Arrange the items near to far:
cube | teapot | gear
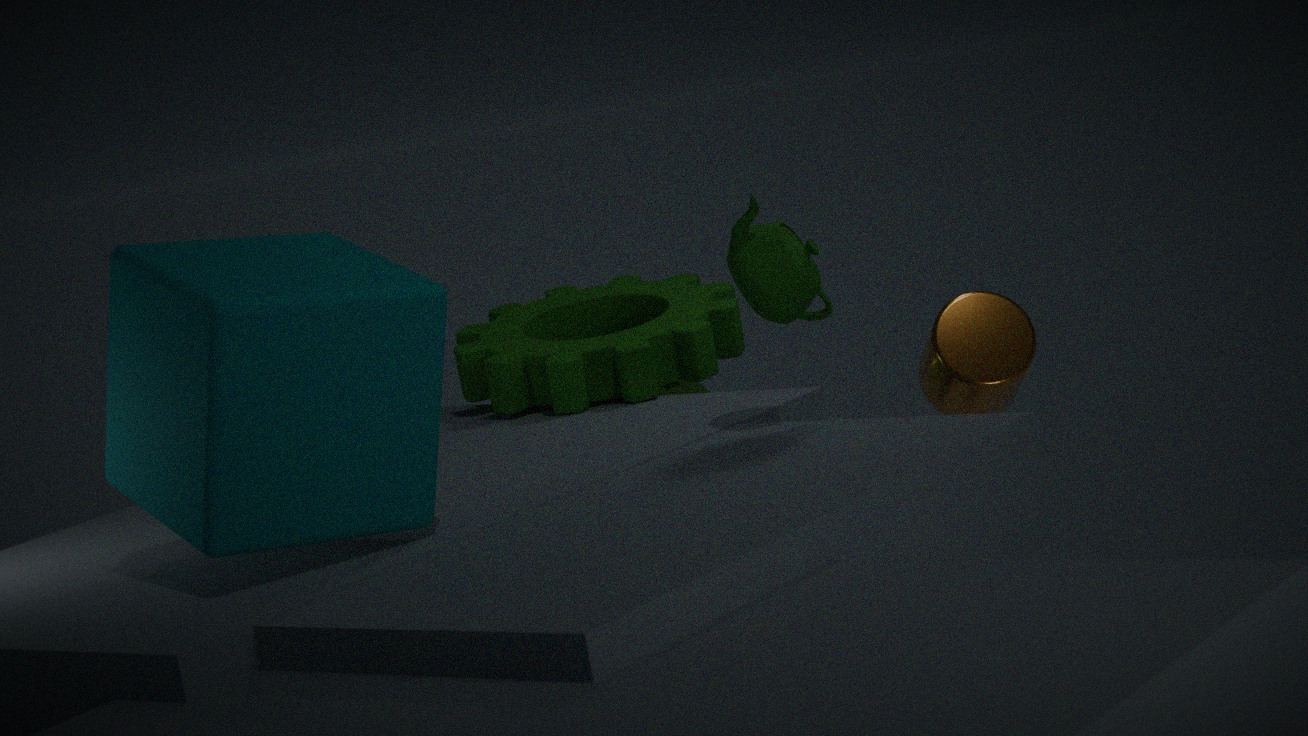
cube < teapot < gear
